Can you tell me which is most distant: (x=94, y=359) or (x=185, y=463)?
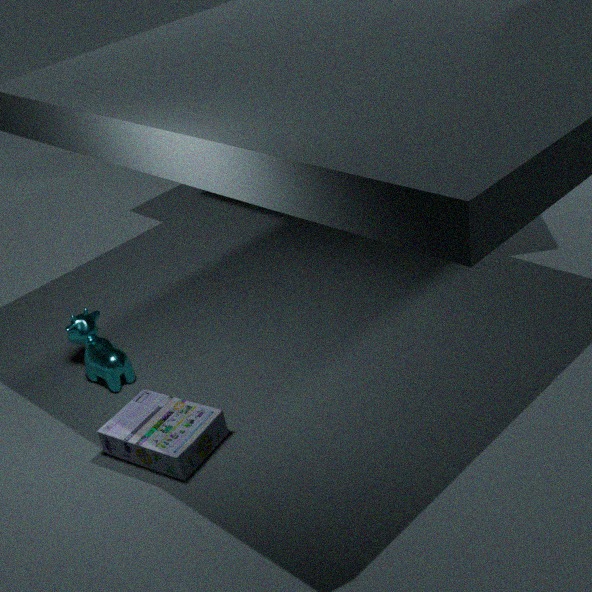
(x=94, y=359)
